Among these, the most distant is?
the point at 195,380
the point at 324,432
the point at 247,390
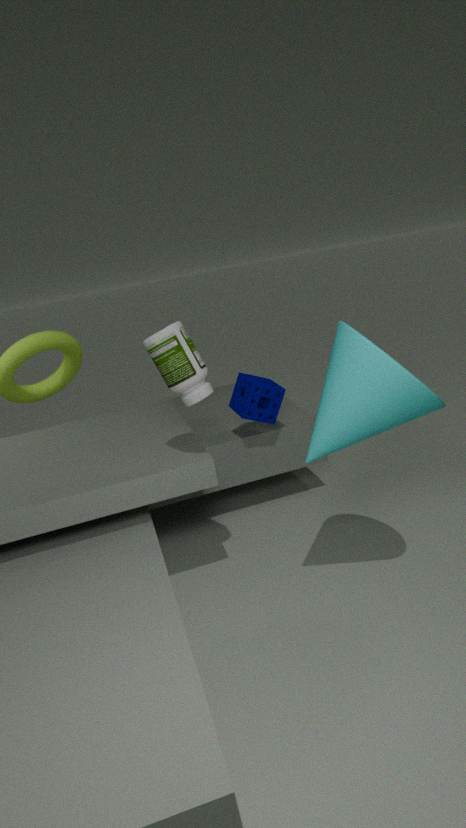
the point at 247,390
